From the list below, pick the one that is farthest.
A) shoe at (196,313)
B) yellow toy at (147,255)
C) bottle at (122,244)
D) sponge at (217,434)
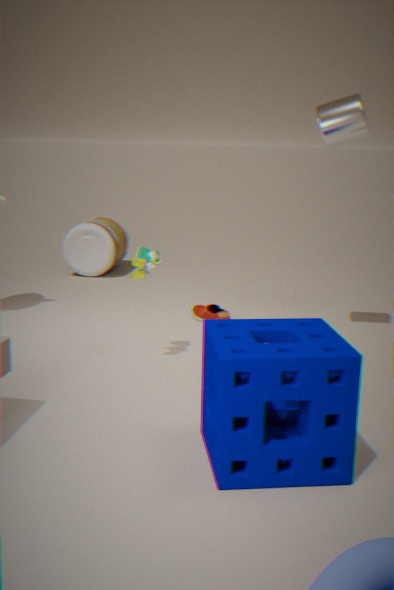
bottle at (122,244)
